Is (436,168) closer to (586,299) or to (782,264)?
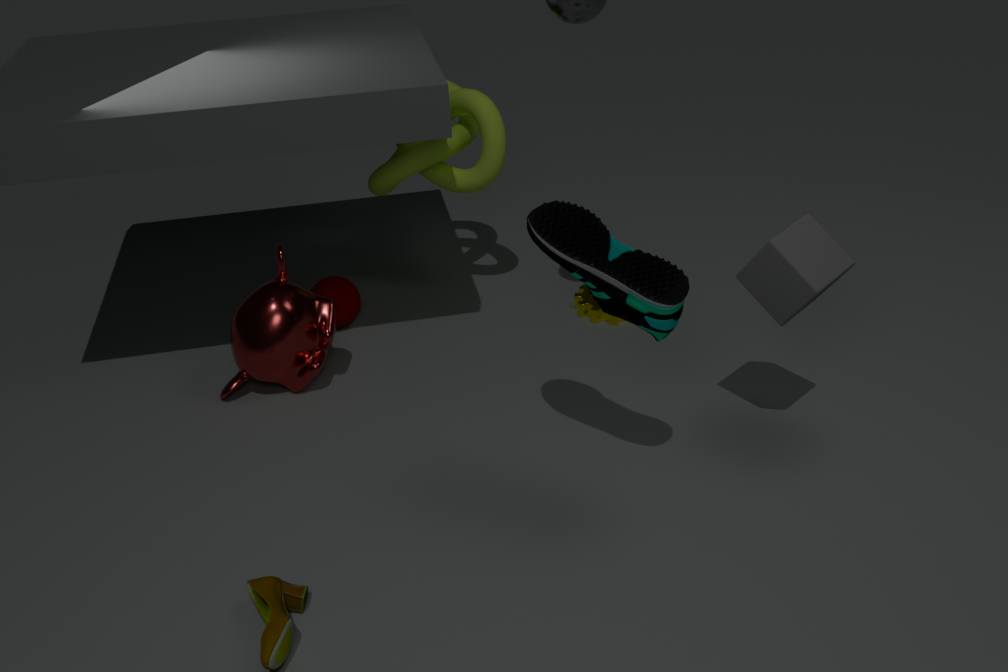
(586,299)
